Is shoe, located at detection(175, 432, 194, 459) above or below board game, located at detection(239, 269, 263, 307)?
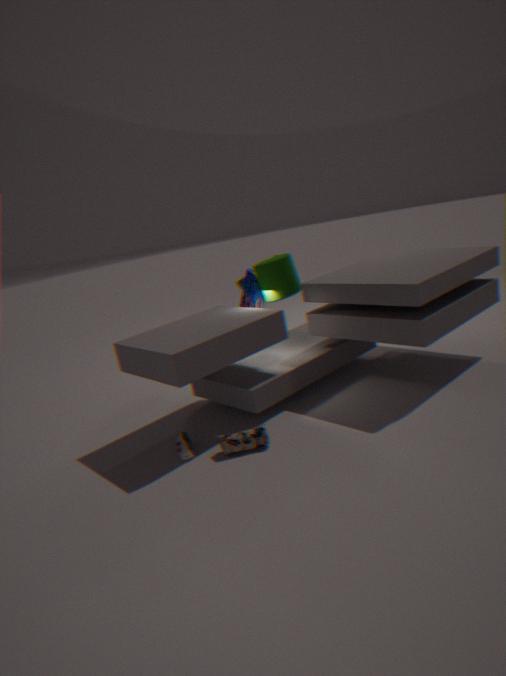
below
